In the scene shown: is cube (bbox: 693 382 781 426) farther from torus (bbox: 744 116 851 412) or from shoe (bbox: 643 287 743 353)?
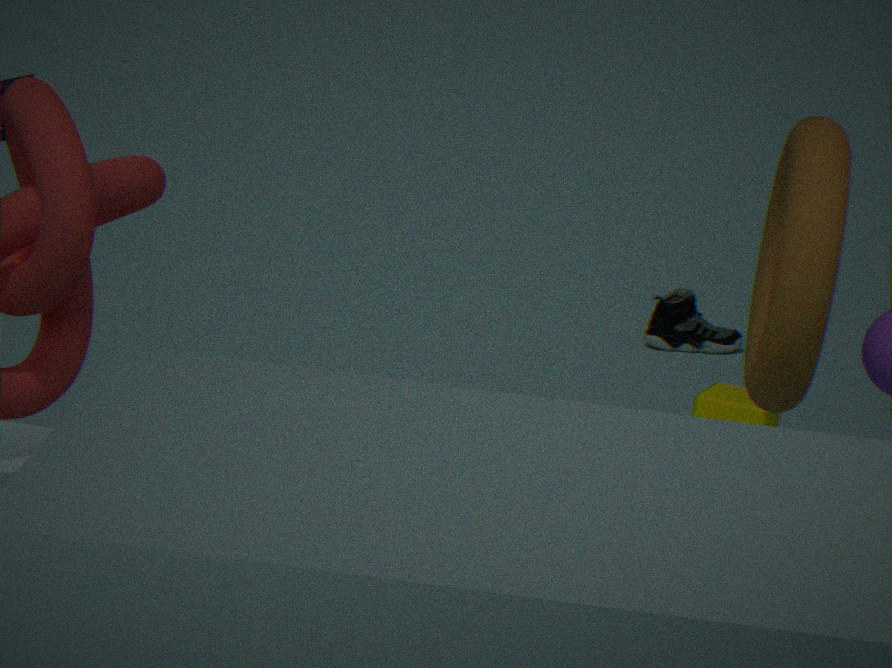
torus (bbox: 744 116 851 412)
